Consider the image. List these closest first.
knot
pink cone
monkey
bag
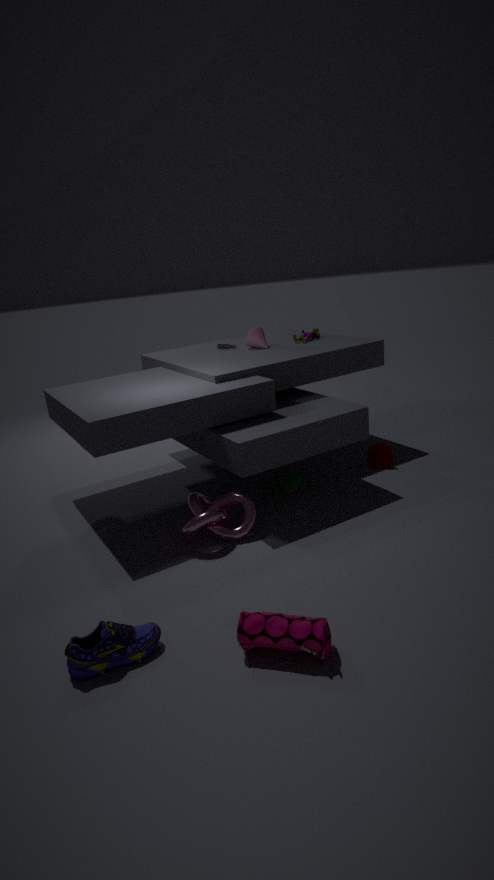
bag < knot < monkey < pink cone
